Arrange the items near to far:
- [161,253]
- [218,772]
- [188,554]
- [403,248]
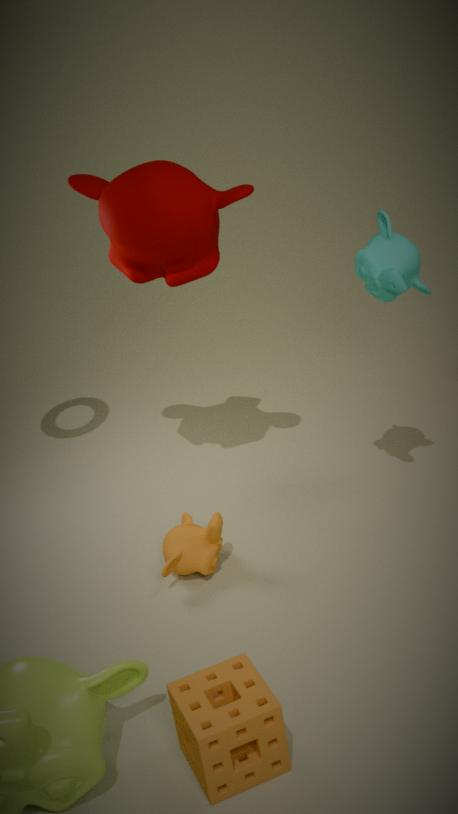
[218,772]
[403,248]
[161,253]
[188,554]
